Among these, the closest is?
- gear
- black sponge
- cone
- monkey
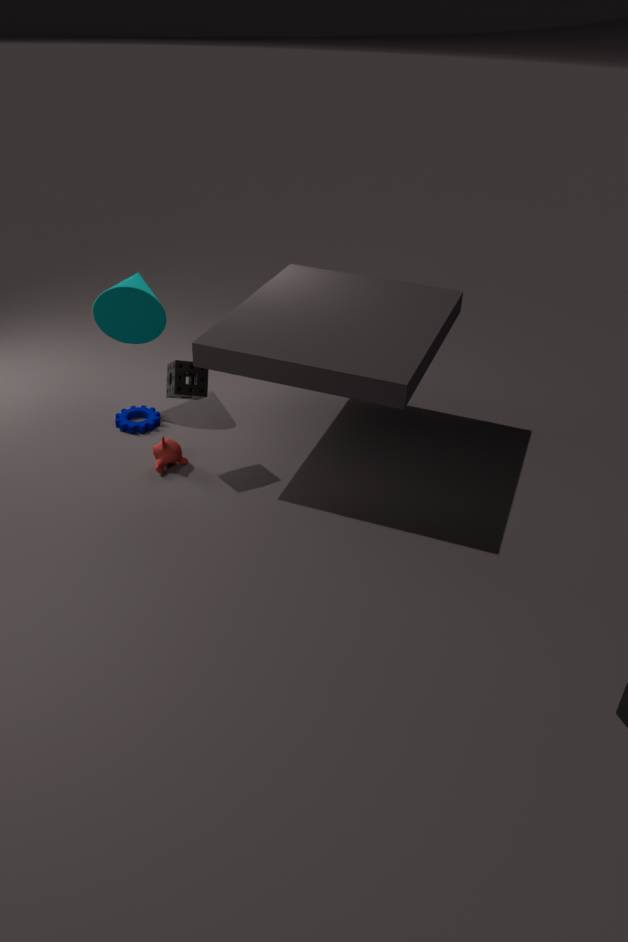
black sponge
